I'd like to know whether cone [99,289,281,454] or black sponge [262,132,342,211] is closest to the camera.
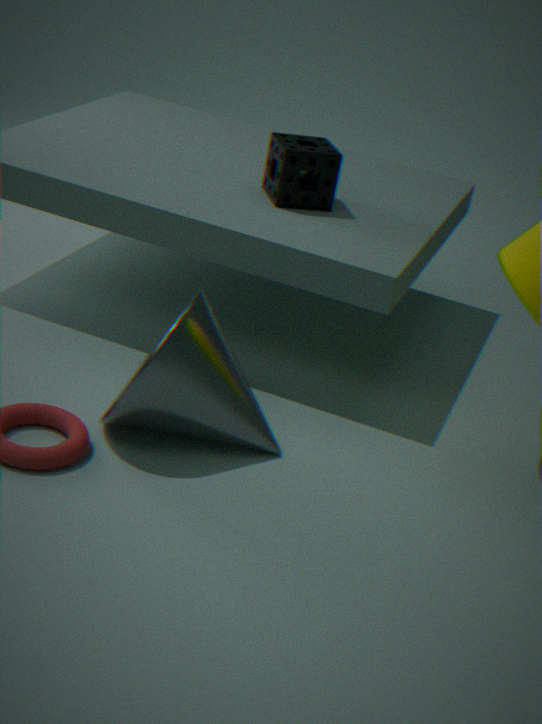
cone [99,289,281,454]
